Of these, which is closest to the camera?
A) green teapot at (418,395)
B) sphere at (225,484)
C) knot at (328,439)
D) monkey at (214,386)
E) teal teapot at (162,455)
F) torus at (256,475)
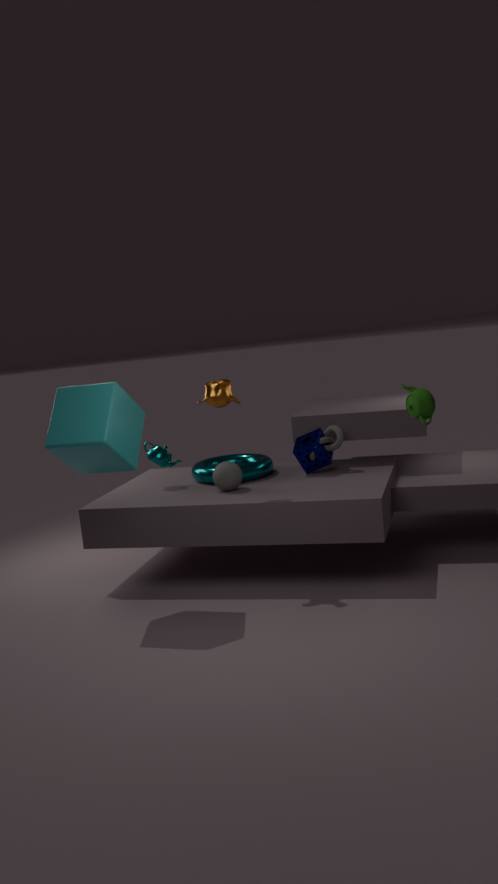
green teapot at (418,395)
